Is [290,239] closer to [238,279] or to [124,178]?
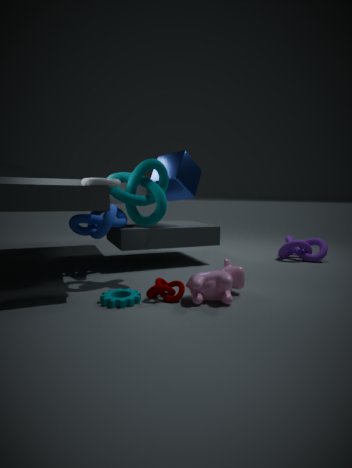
[238,279]
